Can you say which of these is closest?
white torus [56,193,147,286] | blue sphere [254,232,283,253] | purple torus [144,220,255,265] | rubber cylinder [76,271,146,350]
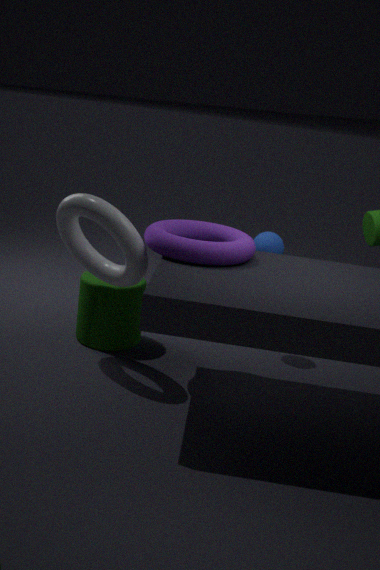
purple torus [144,220,255,265]
